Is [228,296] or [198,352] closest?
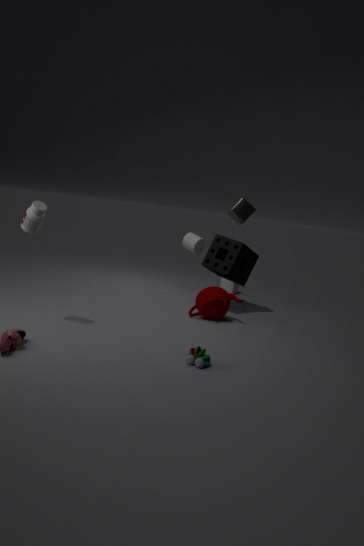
[198,352]
